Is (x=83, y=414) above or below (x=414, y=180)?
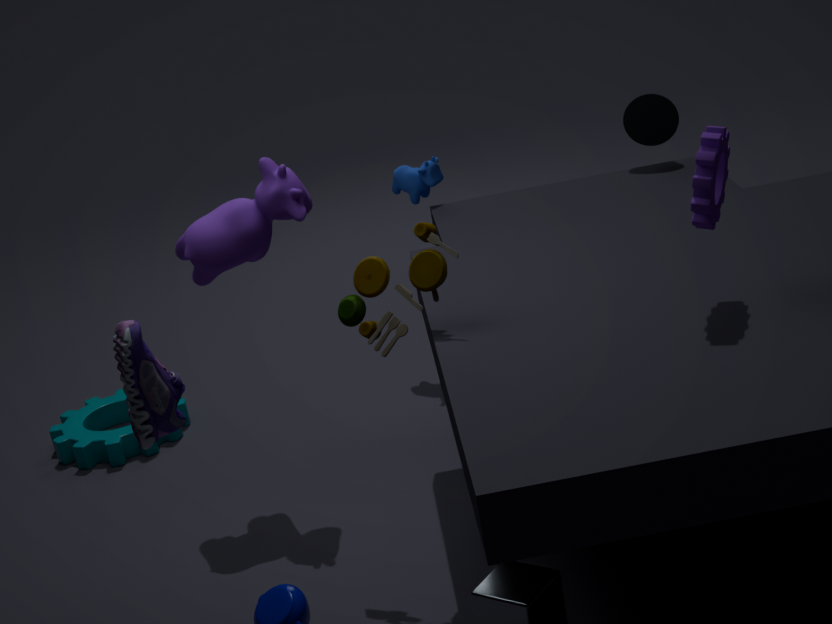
below
